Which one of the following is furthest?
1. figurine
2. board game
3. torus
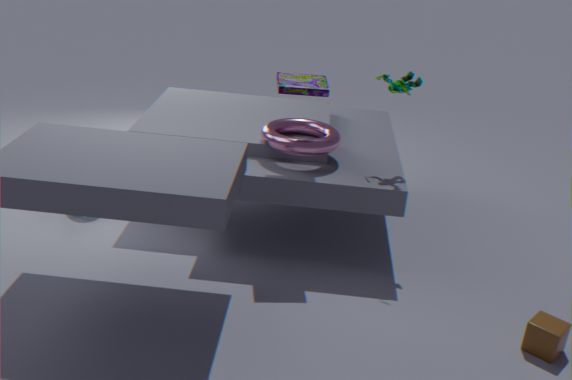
torus
